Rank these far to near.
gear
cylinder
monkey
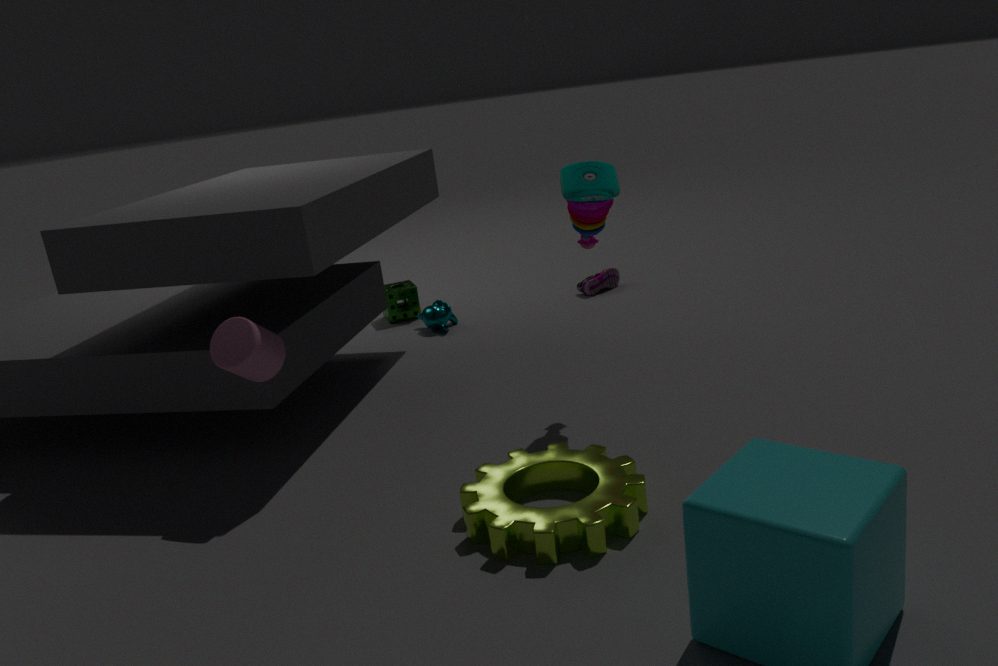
A: monkey, cylinder, gear
